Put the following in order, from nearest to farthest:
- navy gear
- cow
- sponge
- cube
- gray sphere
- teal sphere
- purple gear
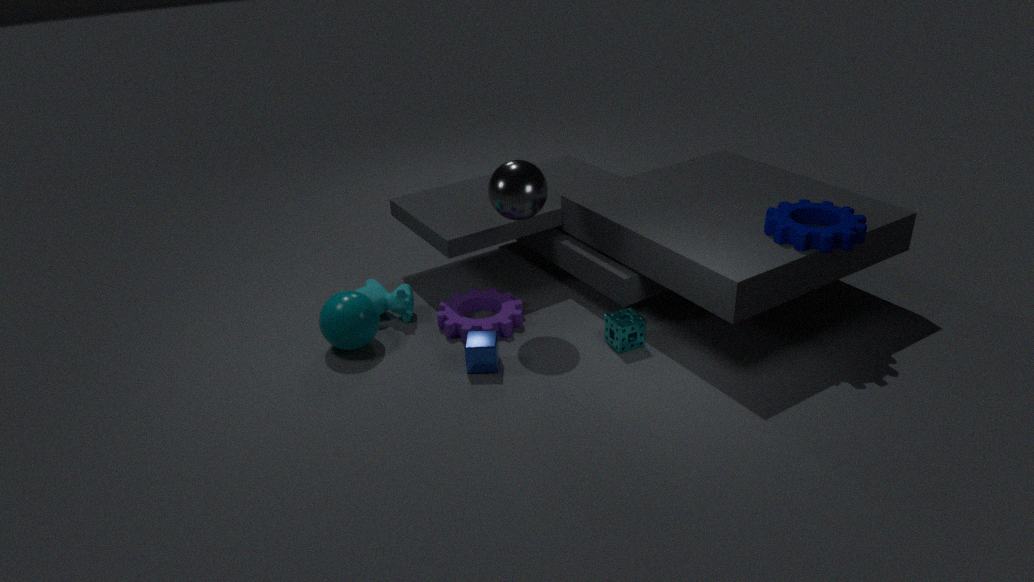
navy gear, cube, gray sphere, sponge, teal sphere, purple gear, cow
